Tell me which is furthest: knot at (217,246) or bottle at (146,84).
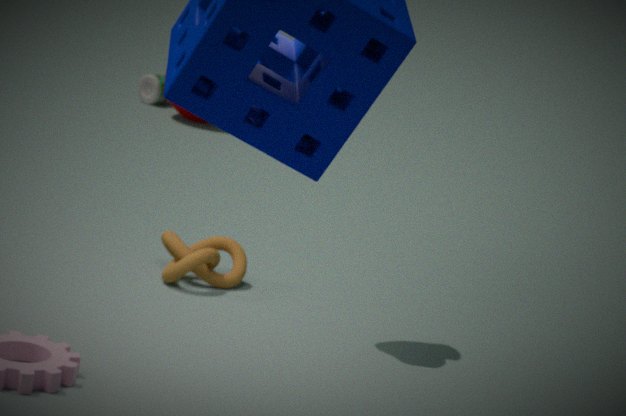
bottle at (146,84)
